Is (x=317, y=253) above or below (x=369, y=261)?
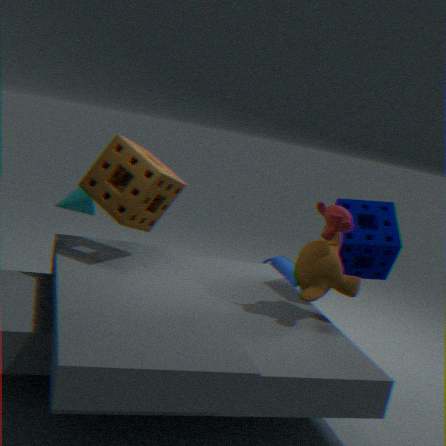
below
